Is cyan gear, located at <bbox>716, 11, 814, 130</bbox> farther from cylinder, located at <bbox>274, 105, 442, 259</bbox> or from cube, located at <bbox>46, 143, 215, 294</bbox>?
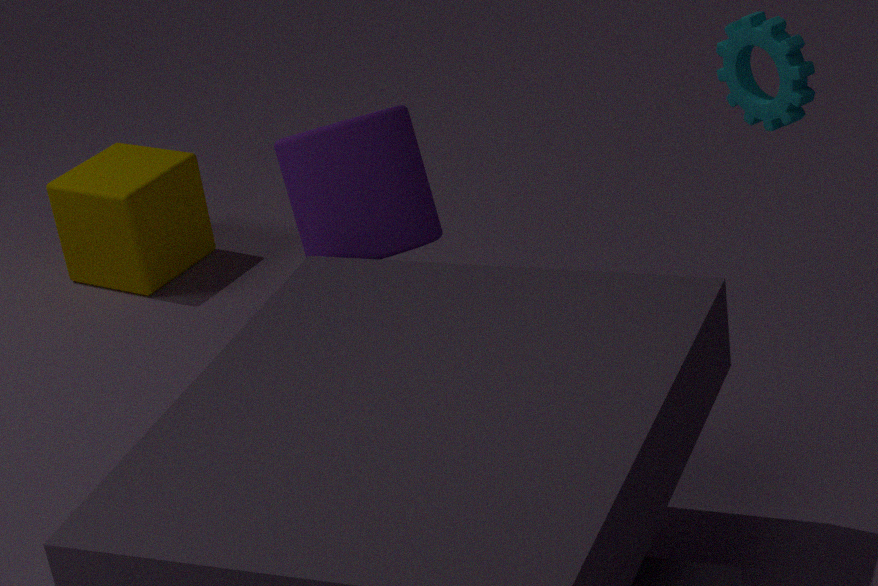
cube, located at <bbox>46, 143, 215, 294</bbox>
